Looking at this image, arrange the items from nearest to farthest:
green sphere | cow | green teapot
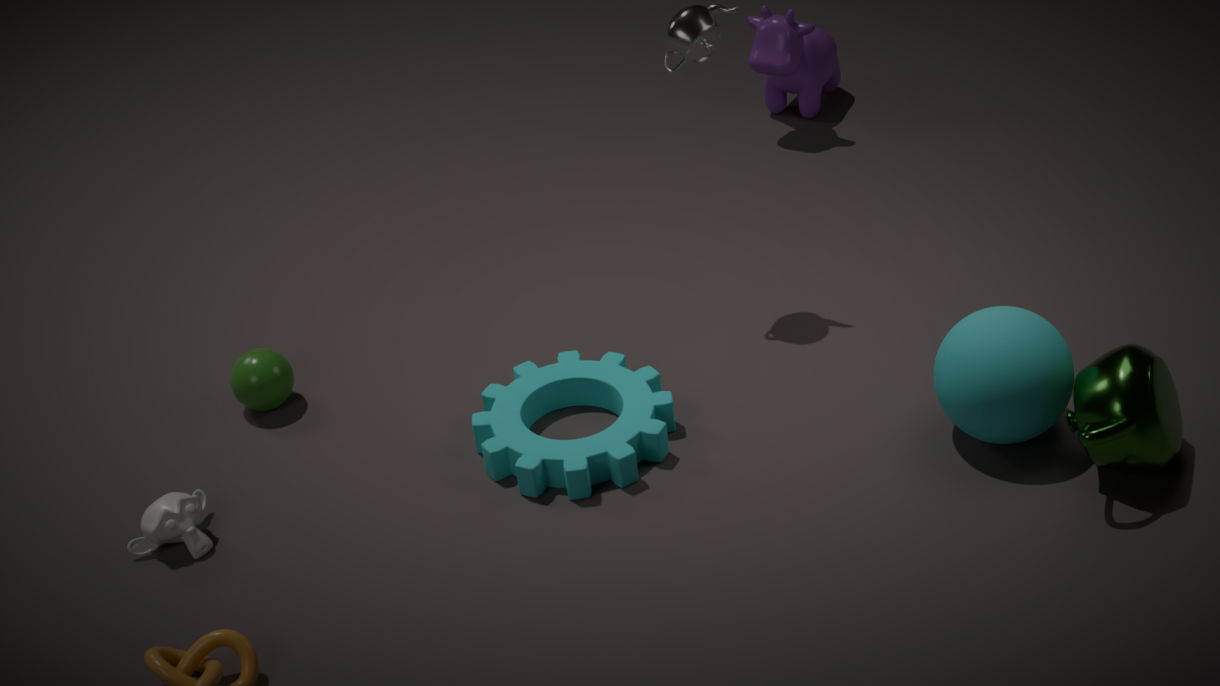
green teapot
green sphere
cow
